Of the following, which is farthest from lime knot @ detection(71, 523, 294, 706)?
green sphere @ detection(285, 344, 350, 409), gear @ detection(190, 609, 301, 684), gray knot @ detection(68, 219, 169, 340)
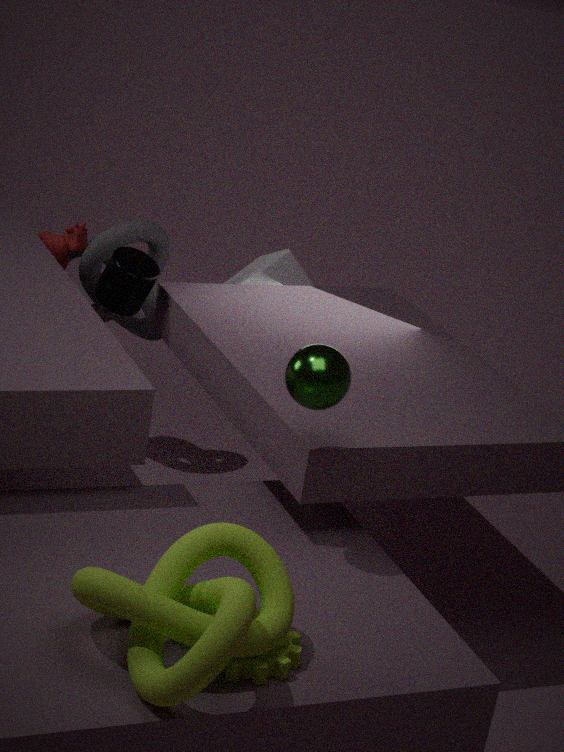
gray knot @ detection(68, 219, 169, 340)
